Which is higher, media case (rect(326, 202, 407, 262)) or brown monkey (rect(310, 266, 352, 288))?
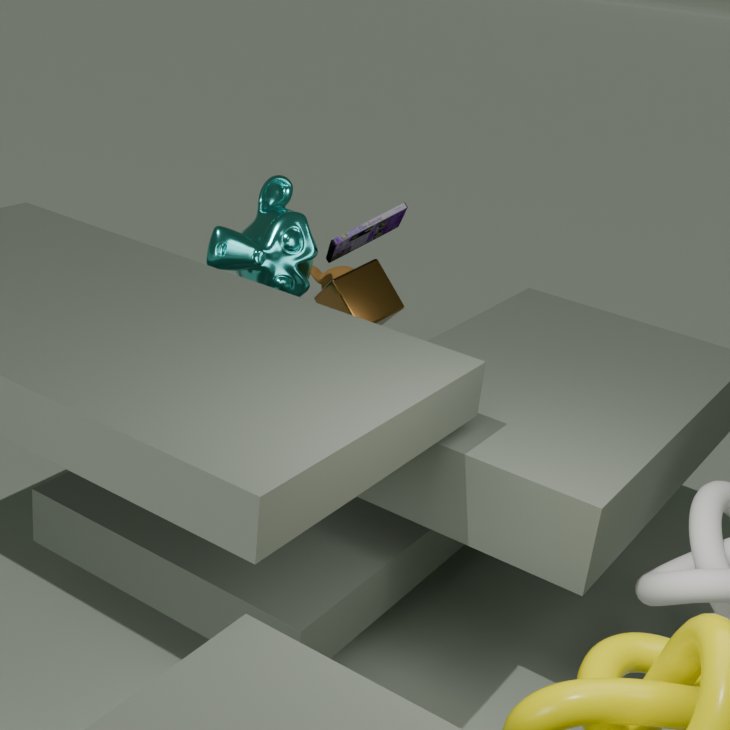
media case (rect(326, 202, 407, 262))
